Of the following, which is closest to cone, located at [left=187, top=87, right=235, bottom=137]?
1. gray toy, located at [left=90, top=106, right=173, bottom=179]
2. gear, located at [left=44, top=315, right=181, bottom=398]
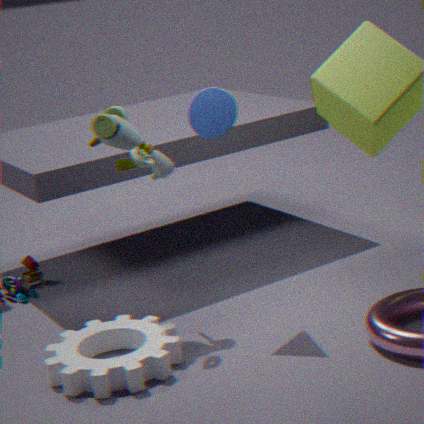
gray toy, located at [left=90, top=106, right=173, bottom=179]
